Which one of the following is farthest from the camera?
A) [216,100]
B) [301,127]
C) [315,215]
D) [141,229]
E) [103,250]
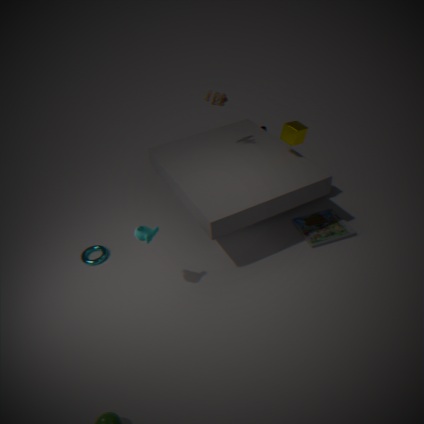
[315,215]
